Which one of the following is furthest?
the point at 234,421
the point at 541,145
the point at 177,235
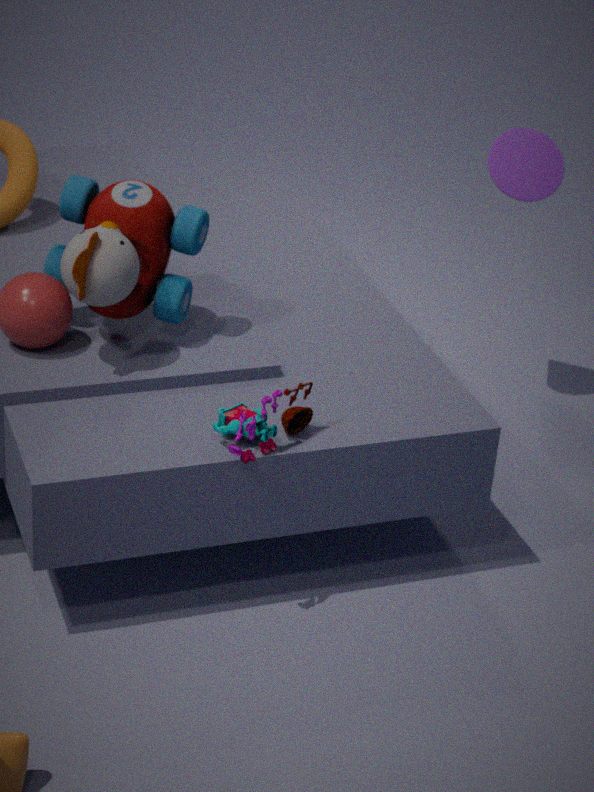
the point at 541,145
